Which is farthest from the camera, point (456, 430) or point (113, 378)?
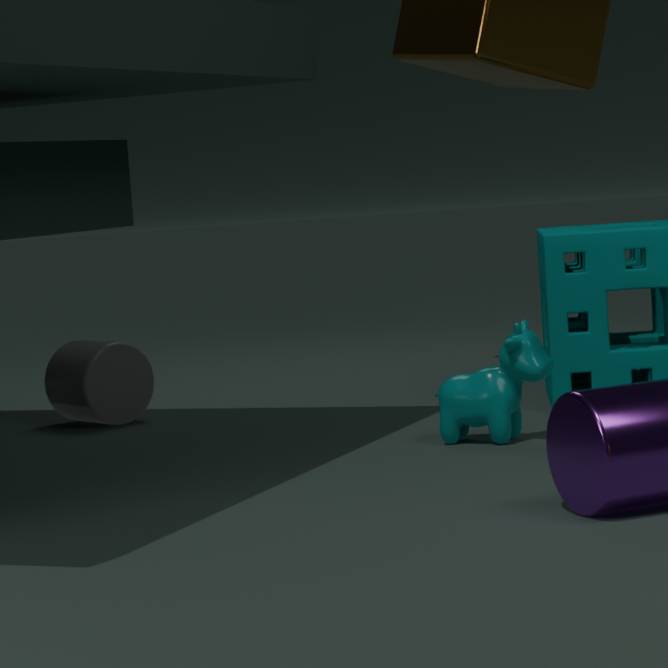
point (113, 378)
